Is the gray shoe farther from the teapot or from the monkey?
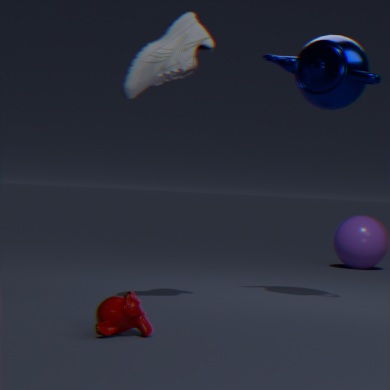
the monkey
